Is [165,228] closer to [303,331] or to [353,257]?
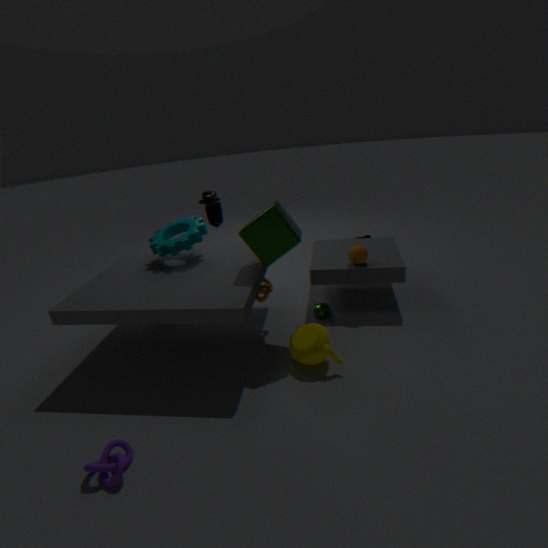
[303,331]
